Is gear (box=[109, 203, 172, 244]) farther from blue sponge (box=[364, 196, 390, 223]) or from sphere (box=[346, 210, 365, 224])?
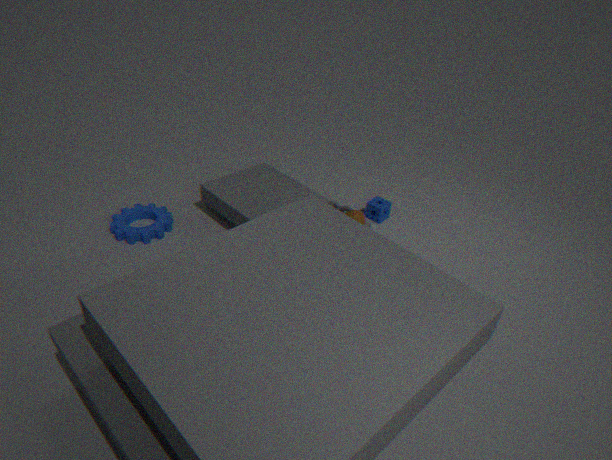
blue sponge (box=[364, 196, 390, 223])
